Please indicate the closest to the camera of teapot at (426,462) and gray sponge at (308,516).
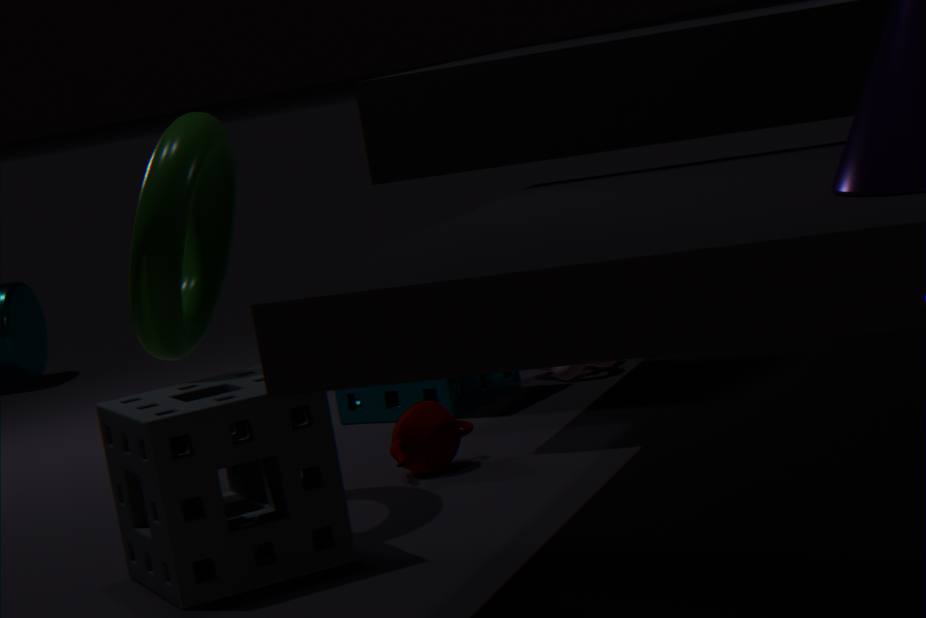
gray sponge at (308,516)
